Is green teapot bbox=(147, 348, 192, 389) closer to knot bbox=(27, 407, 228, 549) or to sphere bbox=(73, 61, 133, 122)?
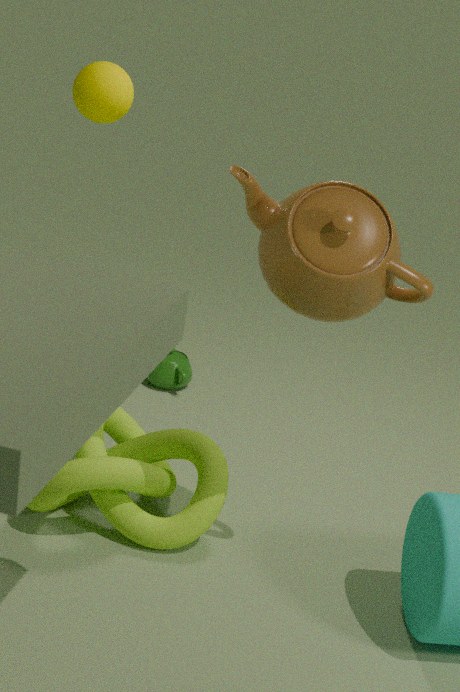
knot bbox=(27, 407, 228, 549)
